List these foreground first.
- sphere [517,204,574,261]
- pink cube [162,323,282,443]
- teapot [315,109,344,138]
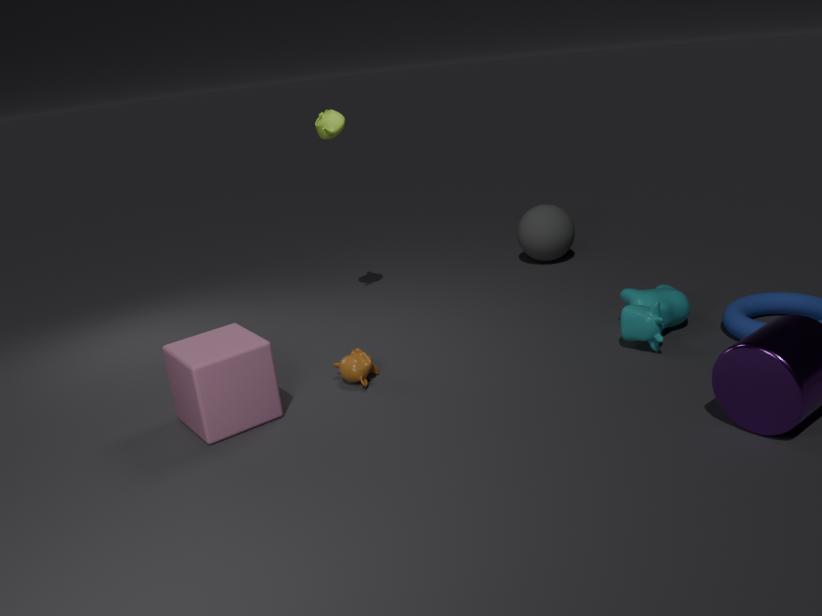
pink cube [162,323,282,443] → teapot [315,109,344,138] → sphere [517,204,574,261]
